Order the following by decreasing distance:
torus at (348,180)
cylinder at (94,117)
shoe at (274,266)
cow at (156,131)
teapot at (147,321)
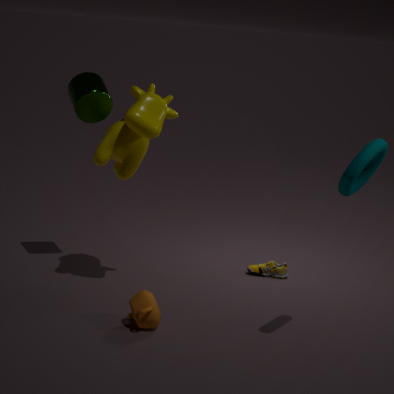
shoe at (274,266) → cylinder at (94,117) → cow at (156,131) → teapot at (147,321) → torus at (348,180)
